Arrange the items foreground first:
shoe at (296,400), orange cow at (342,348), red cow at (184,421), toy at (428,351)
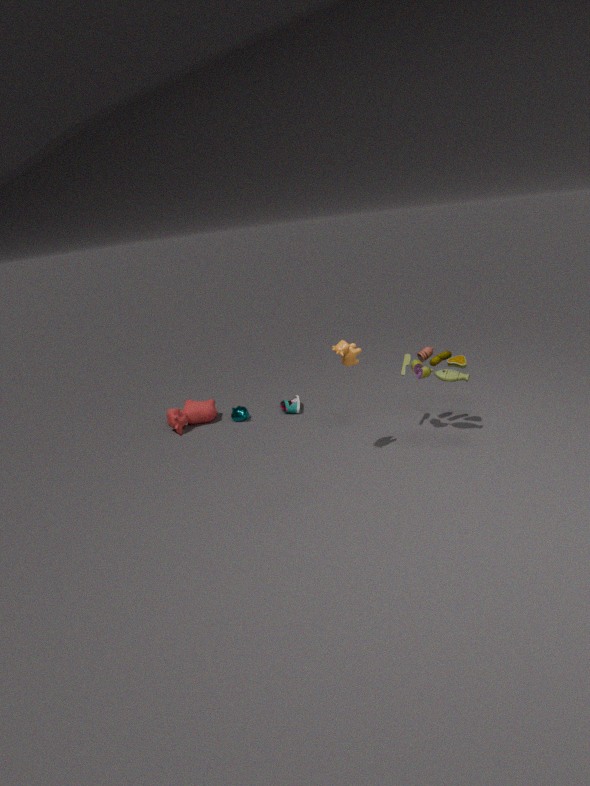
orange cow at (342,348) < toy at (428,351) < red cow at (184,421) < shoe at (296,400)
